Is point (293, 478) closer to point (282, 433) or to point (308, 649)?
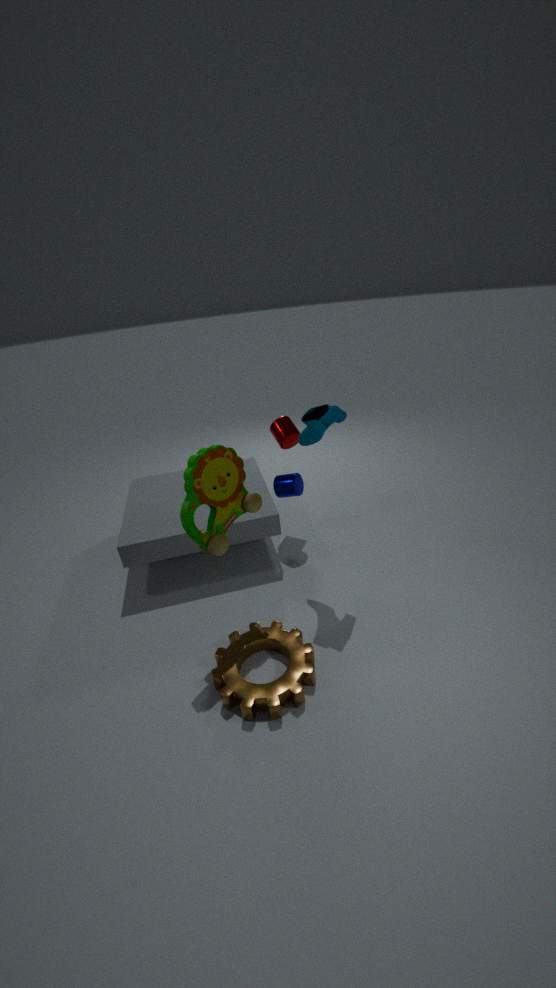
point (282, 433)
